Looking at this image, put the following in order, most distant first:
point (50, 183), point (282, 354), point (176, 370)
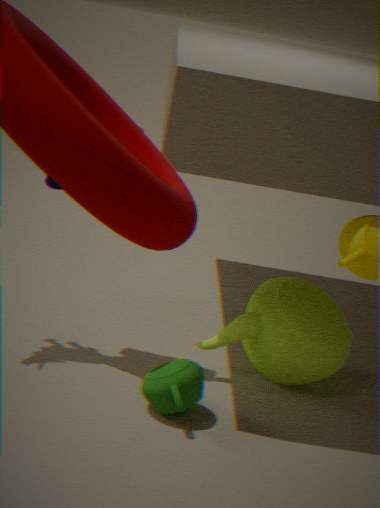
point (282, 354), point (50, 183), point (176, 370)
